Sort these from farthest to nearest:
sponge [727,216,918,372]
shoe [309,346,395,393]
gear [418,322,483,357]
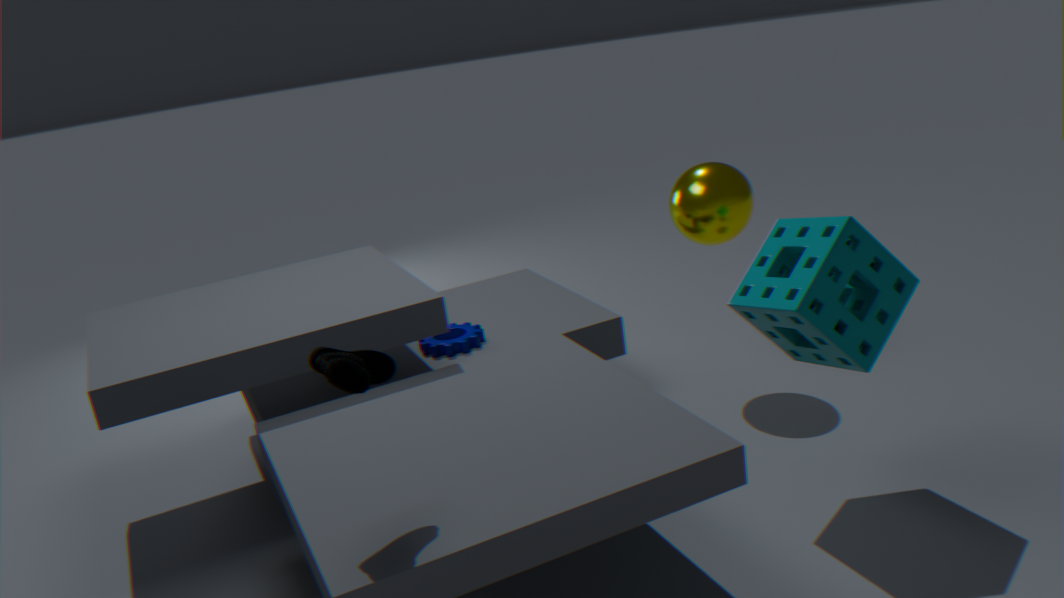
1. gear [418,322,483,357]
2. sponge [727,216,918,372]
3. shoe [309,346,395,393]
